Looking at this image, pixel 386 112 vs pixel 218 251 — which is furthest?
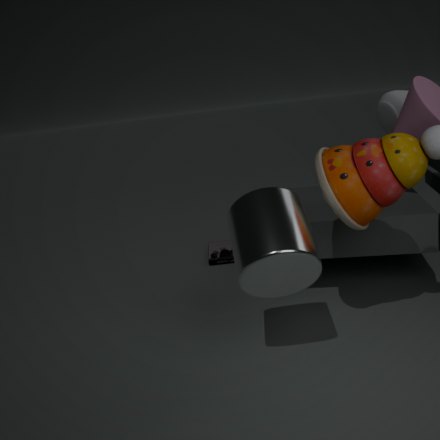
pixel 218 251
